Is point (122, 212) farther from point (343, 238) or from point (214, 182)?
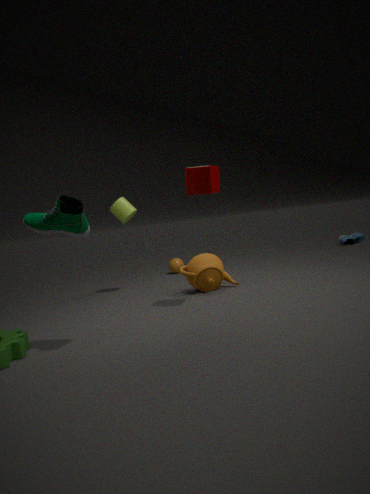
point (343, 238)
